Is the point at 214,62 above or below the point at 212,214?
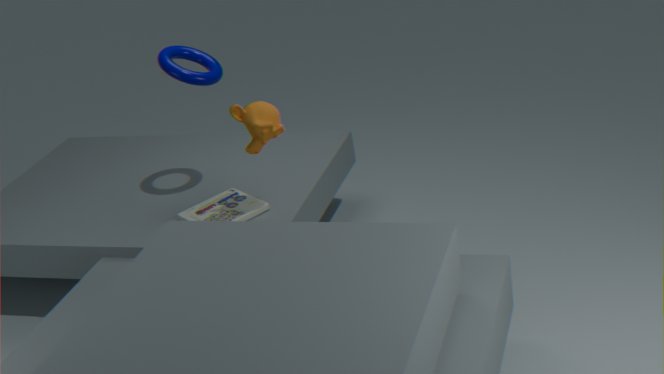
above
